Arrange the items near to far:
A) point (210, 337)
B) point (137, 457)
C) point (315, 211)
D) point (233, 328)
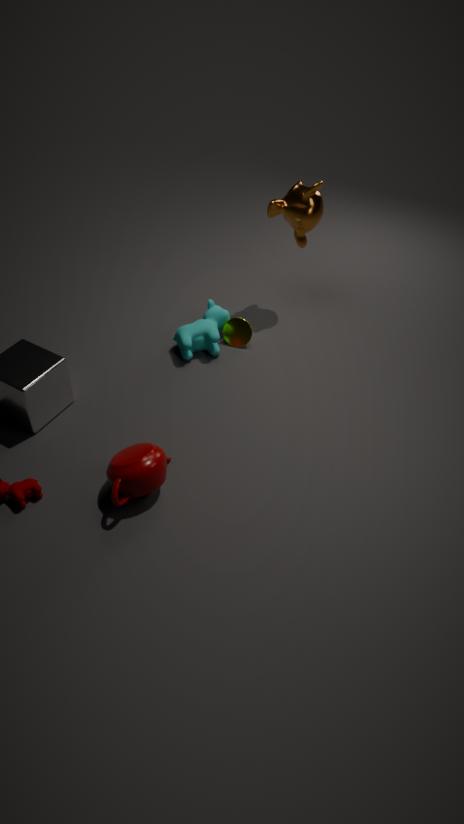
point (137, 457) < point (210, 337) < point (315, 211) < point (233, 328)
